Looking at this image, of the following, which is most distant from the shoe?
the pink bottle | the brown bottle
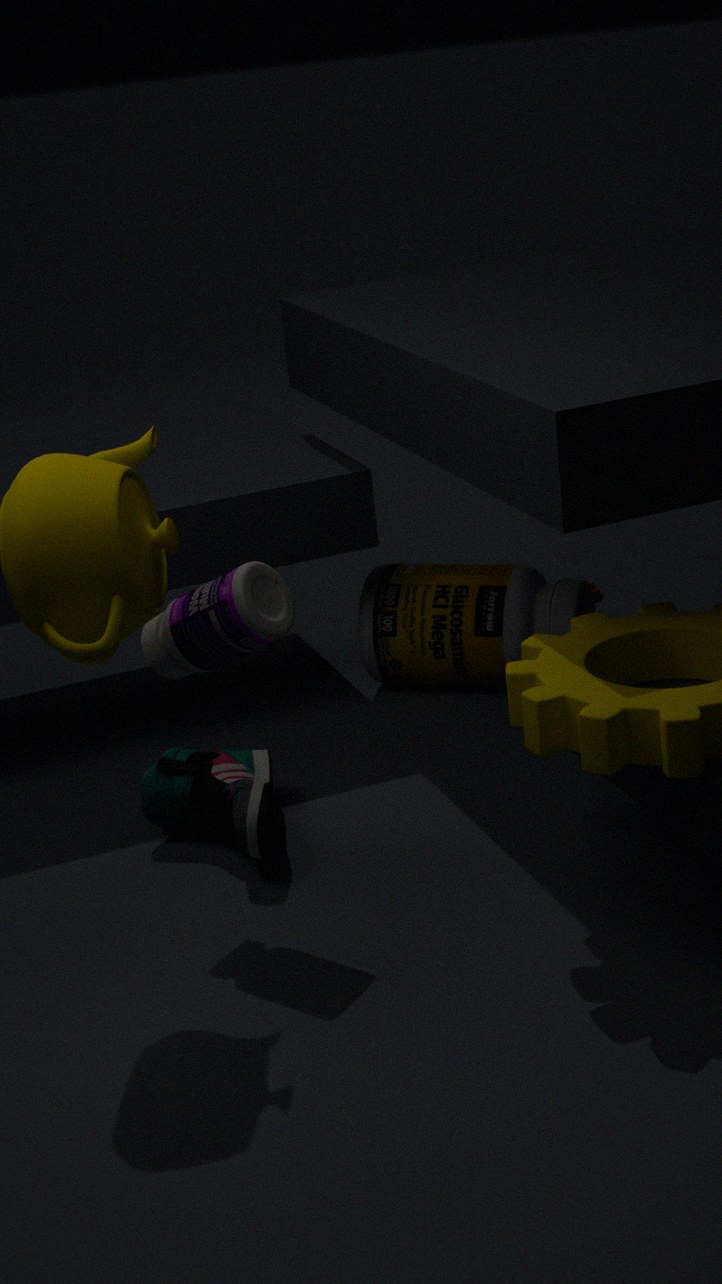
the brown bottle
